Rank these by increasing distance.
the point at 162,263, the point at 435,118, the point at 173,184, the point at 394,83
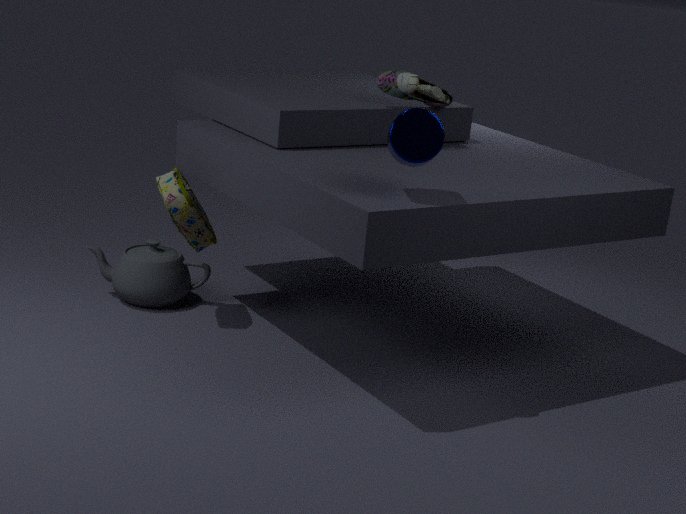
the point at 435,118 → the point at 173,184 → the point at 394,83 → the point at 162,263
